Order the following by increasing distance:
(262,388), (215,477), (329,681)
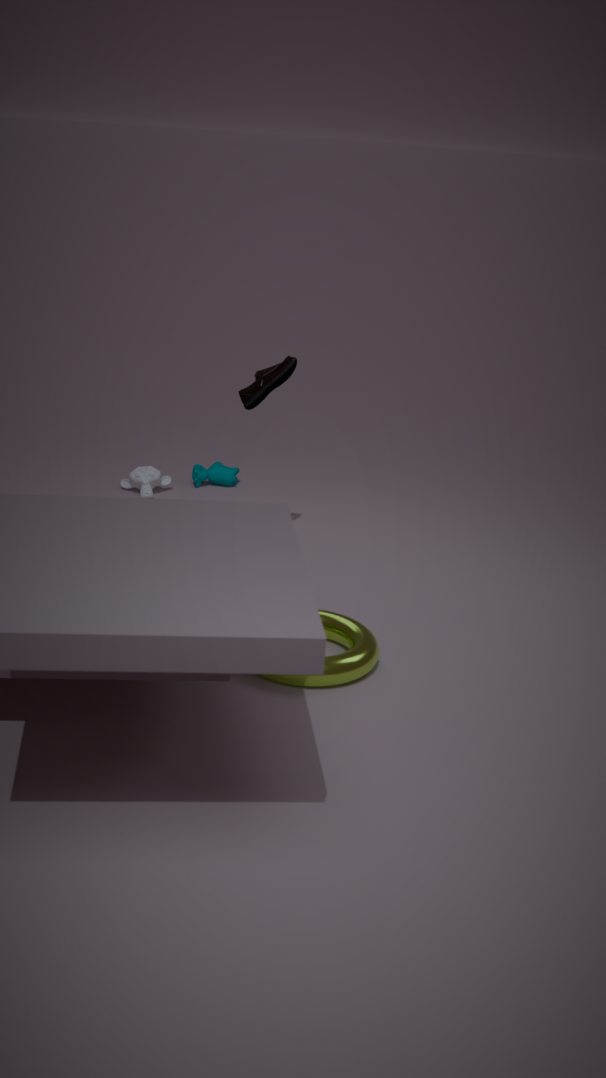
(329,681), (262,388), (215,477)
